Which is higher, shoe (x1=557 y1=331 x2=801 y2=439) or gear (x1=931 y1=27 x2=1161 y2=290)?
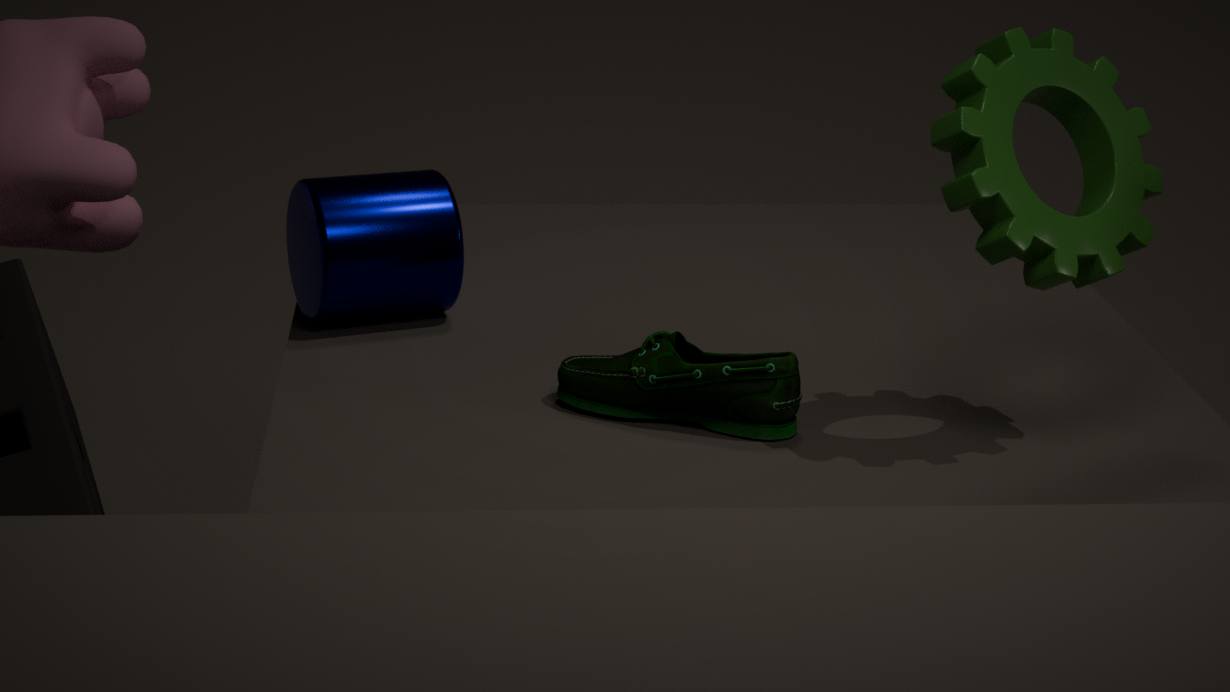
gear (x1=931 y1=27 x2=1161 y2=290)
